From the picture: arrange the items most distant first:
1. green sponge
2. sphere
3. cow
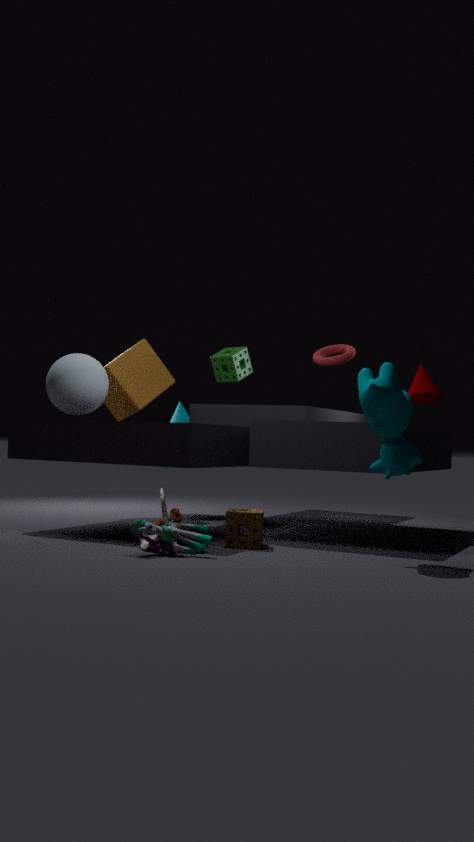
green sponge < sphere < cow
